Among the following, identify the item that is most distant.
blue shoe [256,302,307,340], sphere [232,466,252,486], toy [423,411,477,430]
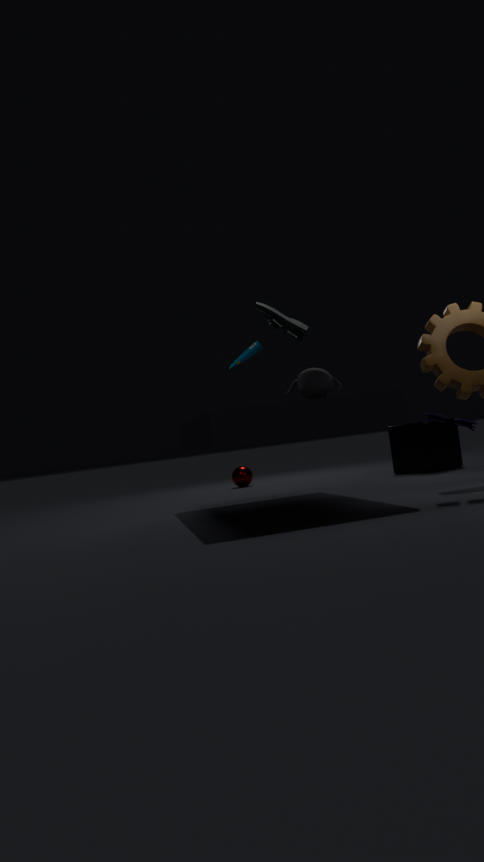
sphere [232,466,252,486]
